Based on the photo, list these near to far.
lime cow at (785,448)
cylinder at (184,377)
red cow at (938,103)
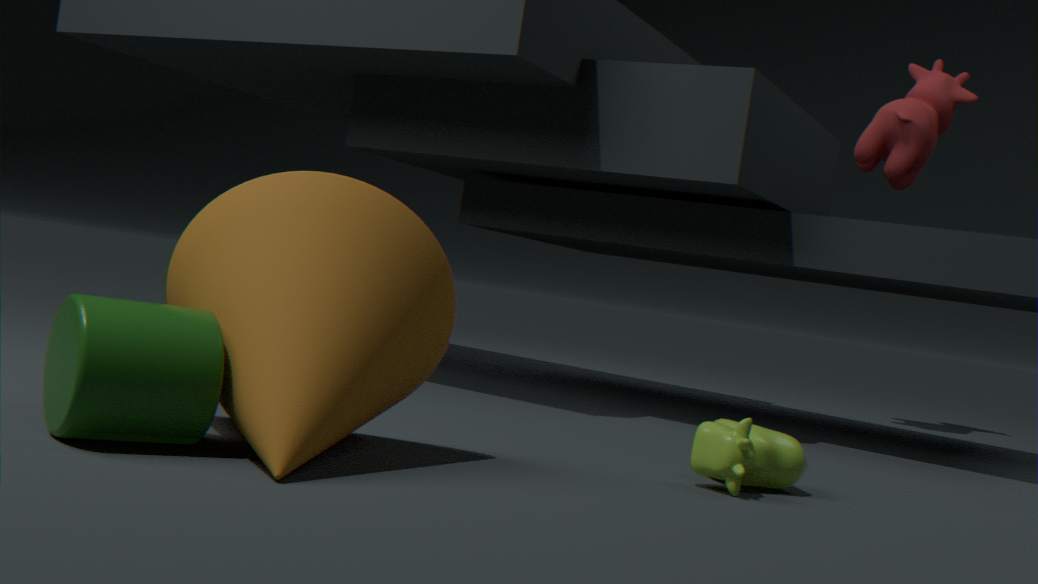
cylinder at (184,377) → lime cow at (785,448) → red cow at (938,103)
